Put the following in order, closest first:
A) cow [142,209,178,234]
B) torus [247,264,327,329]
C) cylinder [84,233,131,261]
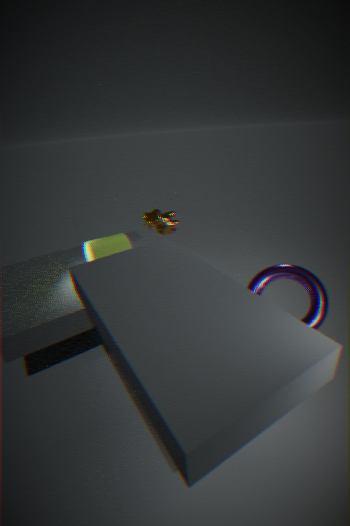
torus [247,264,327,329], cylinder [84,233,131,261], cow [142,209,178,234]
